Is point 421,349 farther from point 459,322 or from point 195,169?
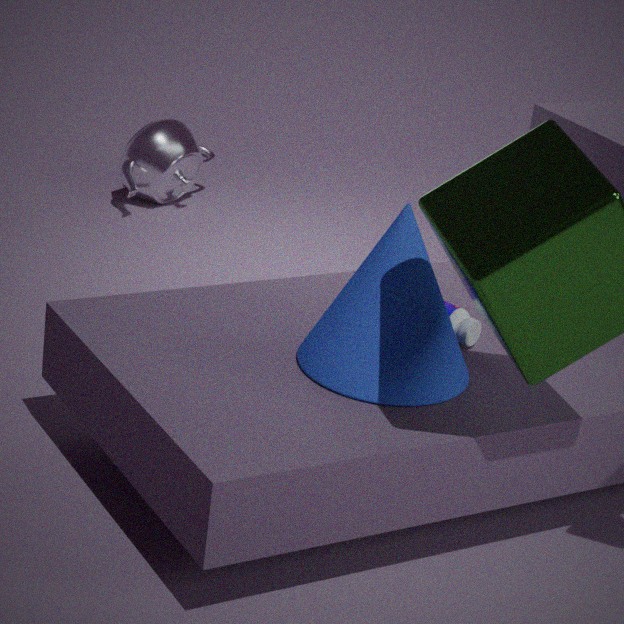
point 195,169
